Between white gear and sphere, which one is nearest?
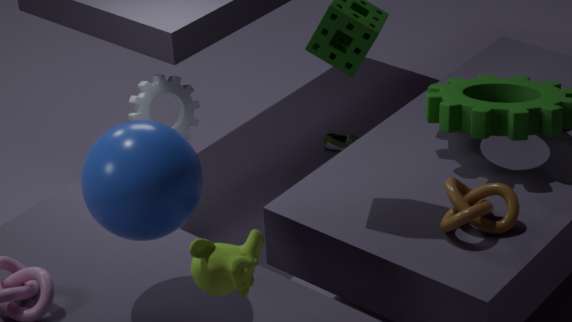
sphere
